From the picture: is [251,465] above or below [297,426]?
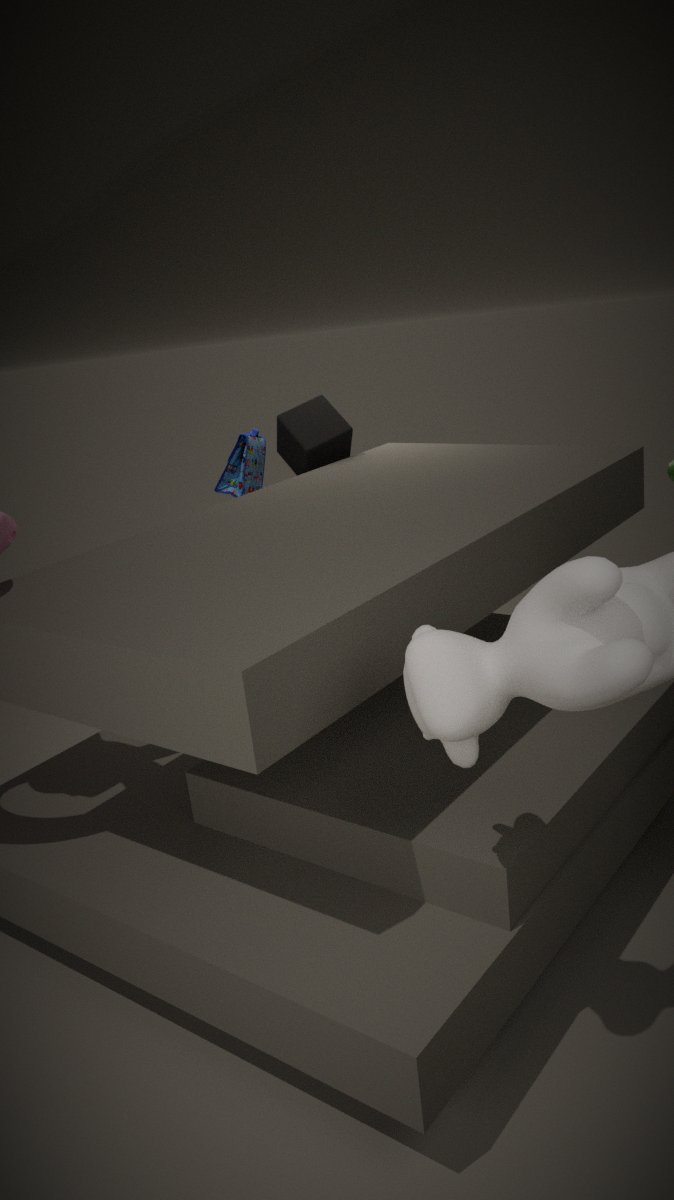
below
